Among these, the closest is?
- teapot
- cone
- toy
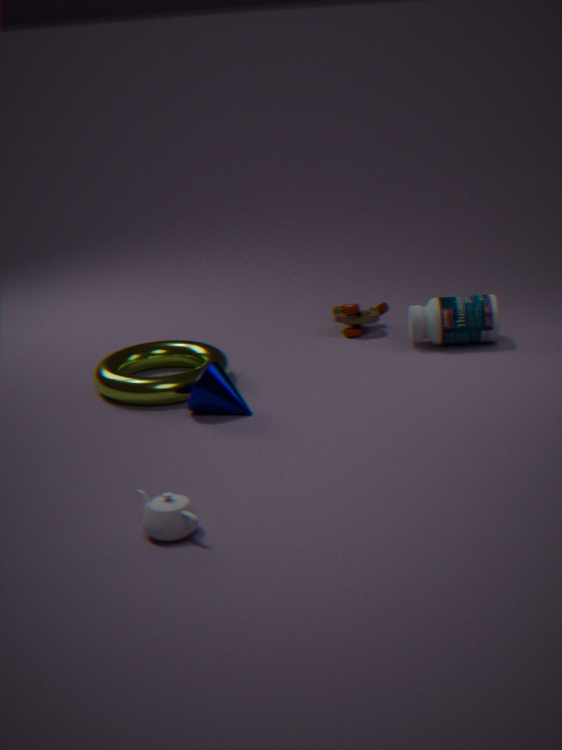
teapot
